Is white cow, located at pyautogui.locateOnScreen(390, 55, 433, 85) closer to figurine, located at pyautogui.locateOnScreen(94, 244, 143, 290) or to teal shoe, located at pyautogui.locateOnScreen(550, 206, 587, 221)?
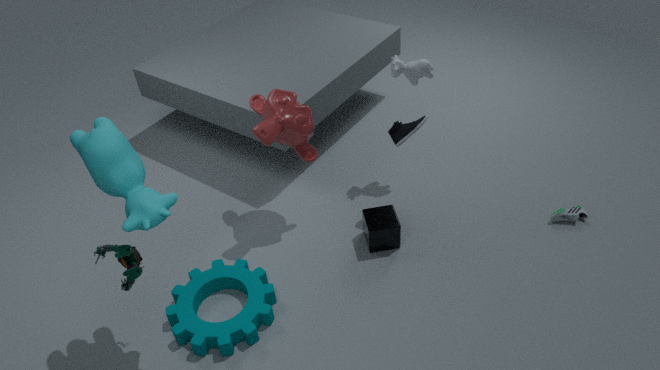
teal shoe, located at pyautogui.locateOnScreen(550, 206, 587, 221)
